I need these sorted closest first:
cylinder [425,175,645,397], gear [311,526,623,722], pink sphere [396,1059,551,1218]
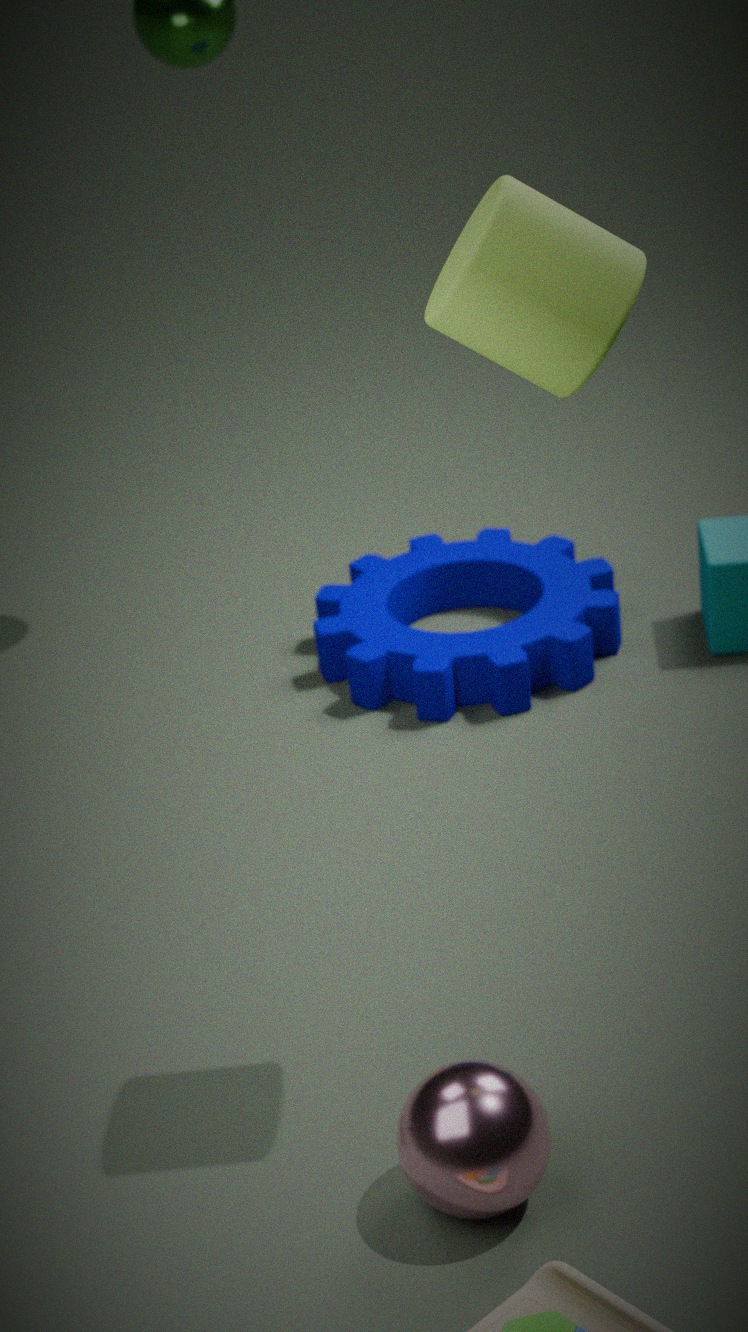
cylinder [425,175,645,397] < pink sphere [396,1059,551,1218] < gear [311,526,623,722]
